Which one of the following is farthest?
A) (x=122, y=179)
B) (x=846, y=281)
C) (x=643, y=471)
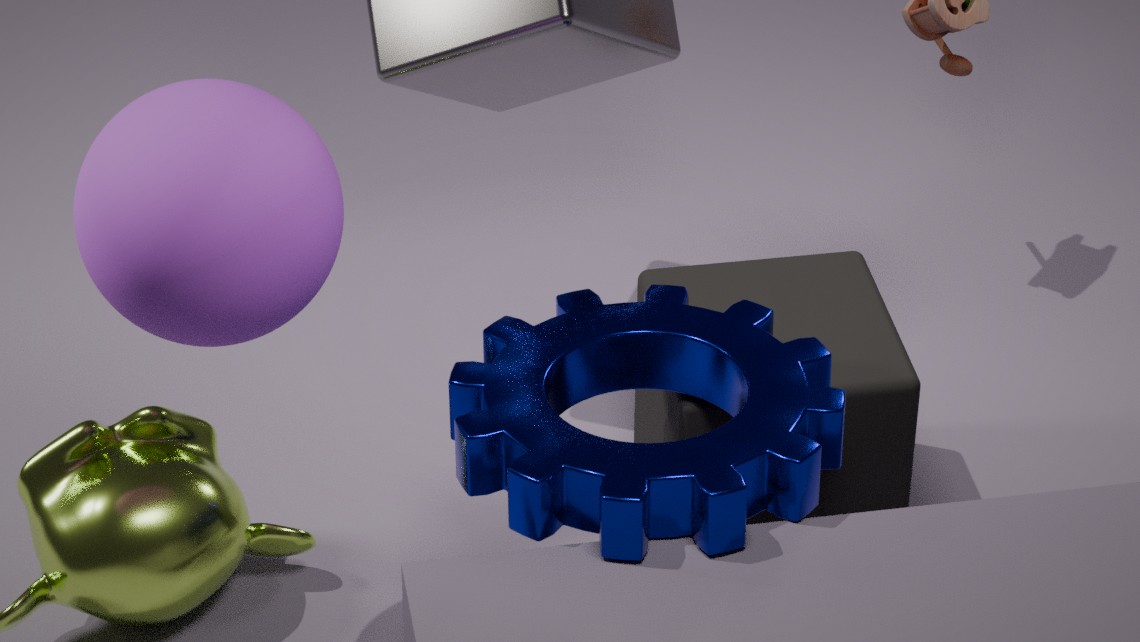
(x=846, y=281)
